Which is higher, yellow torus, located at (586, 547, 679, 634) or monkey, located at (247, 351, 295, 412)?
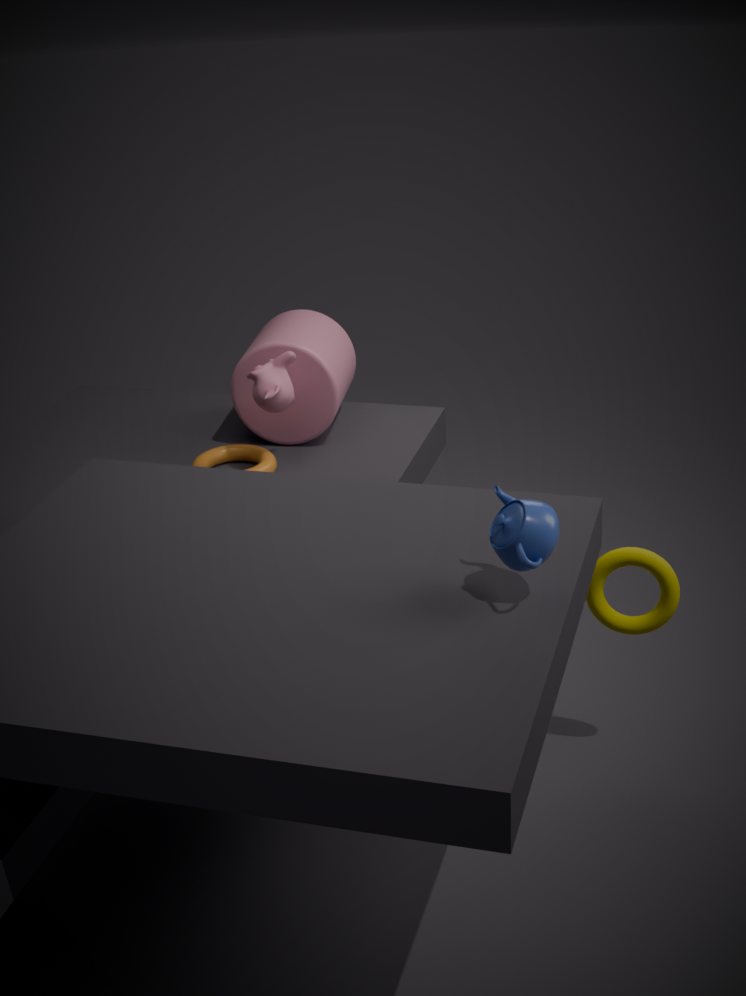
monkey, located at (247, 351, 295, 412)
